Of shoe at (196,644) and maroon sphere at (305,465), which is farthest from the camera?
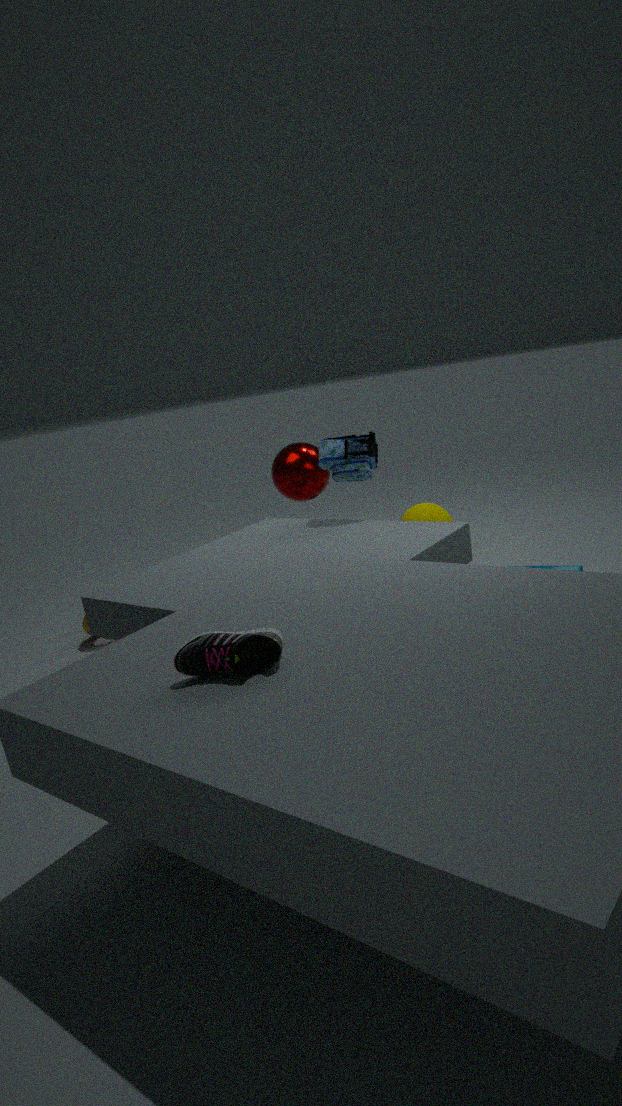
maroon sphere at (305,465)
